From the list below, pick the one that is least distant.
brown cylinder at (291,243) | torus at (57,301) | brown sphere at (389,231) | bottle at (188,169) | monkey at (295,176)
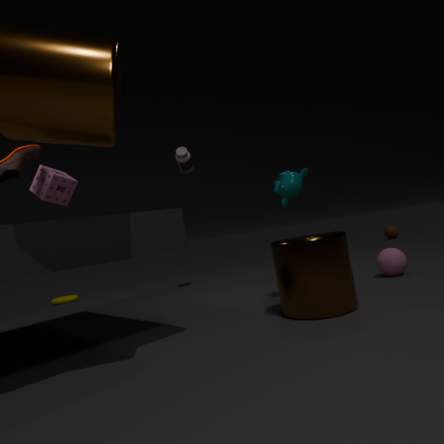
brown cylinder at (291,243)
